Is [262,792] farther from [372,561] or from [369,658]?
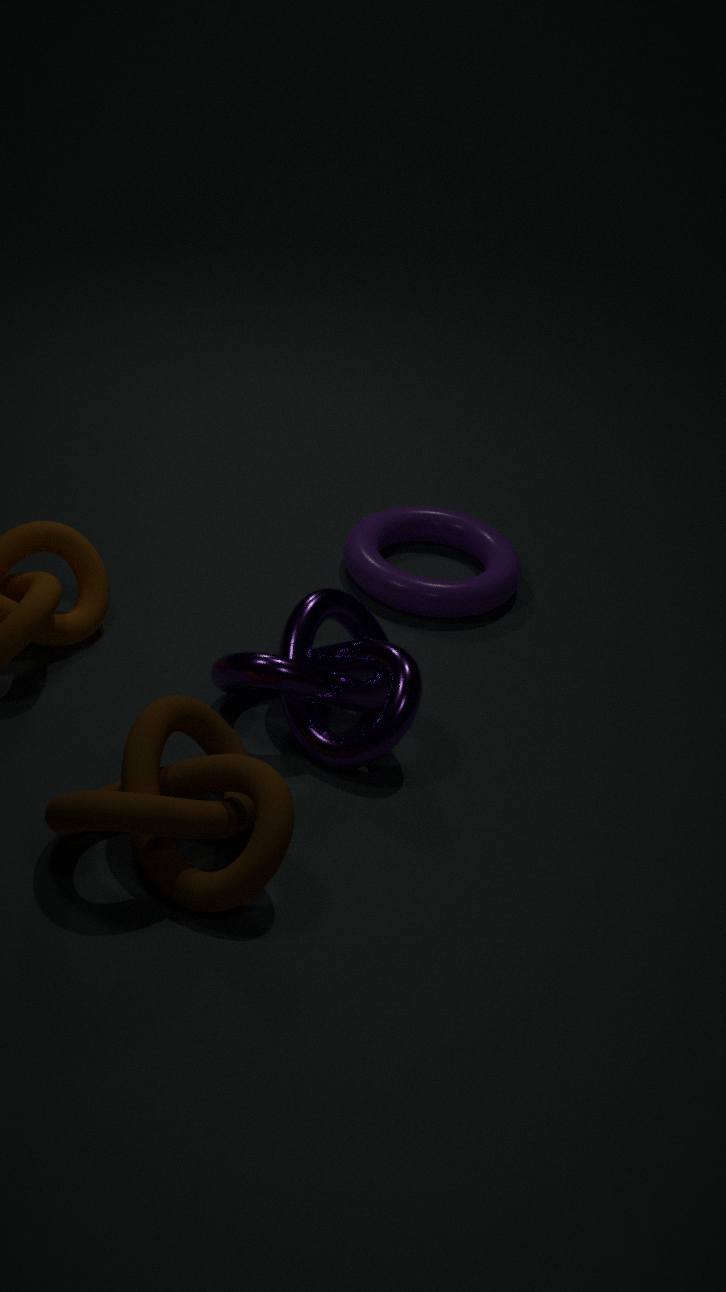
[372,561]
